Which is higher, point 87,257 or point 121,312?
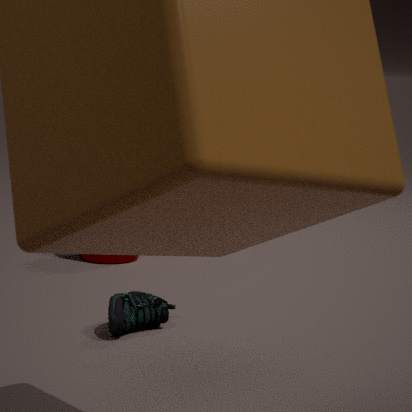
point 87,257
